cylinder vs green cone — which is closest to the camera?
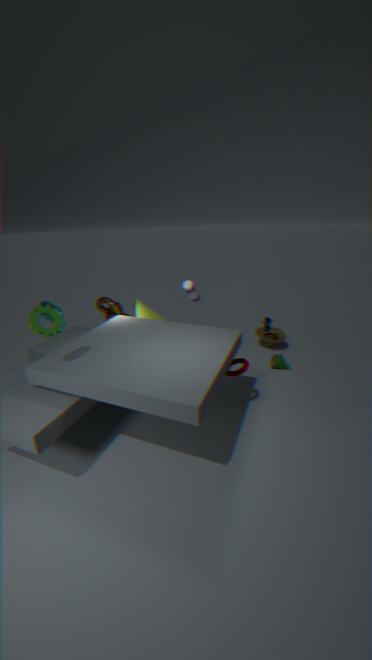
cylinder
